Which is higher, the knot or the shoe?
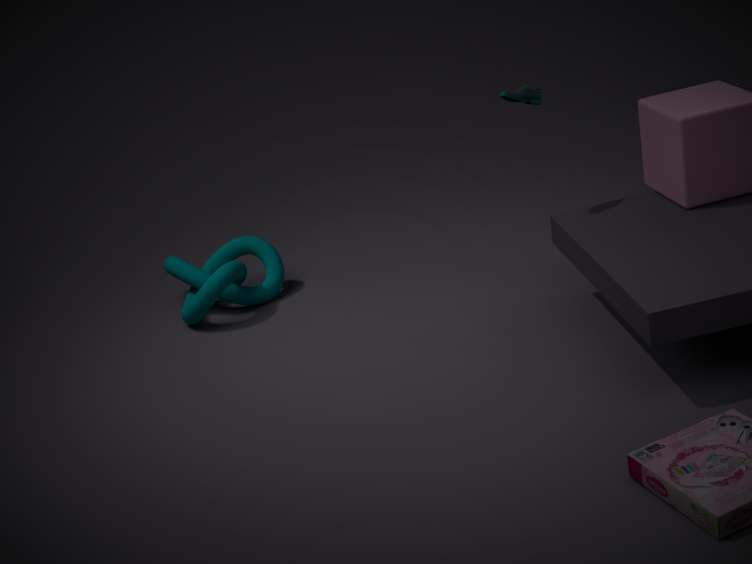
the shoe
